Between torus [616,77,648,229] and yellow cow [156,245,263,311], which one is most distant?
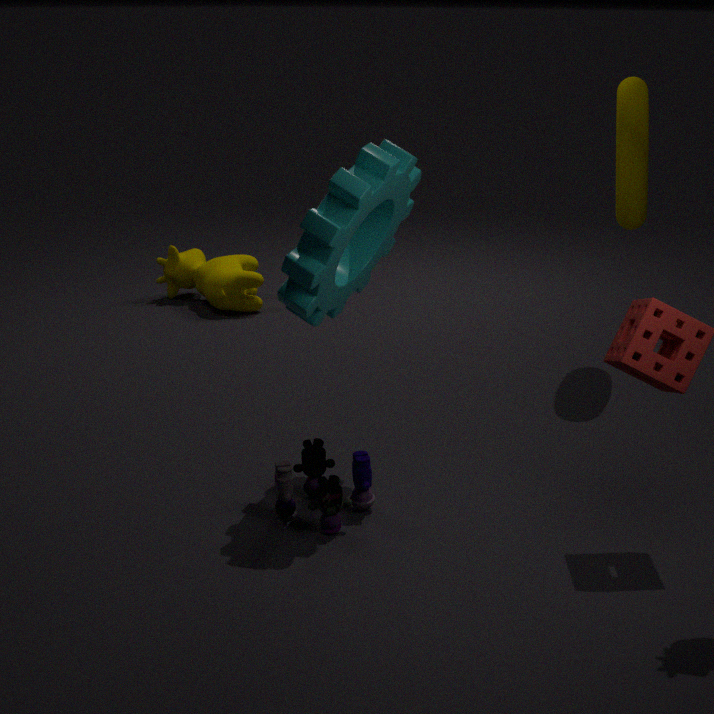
yellow cow [156,245,263,311]
